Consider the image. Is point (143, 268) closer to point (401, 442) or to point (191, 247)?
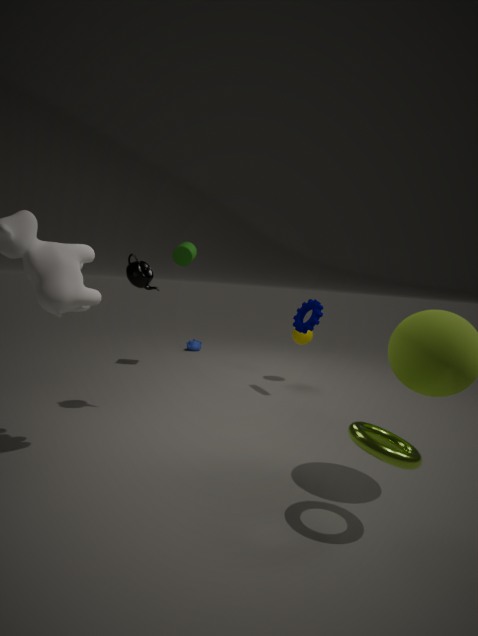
point (191, 247)
